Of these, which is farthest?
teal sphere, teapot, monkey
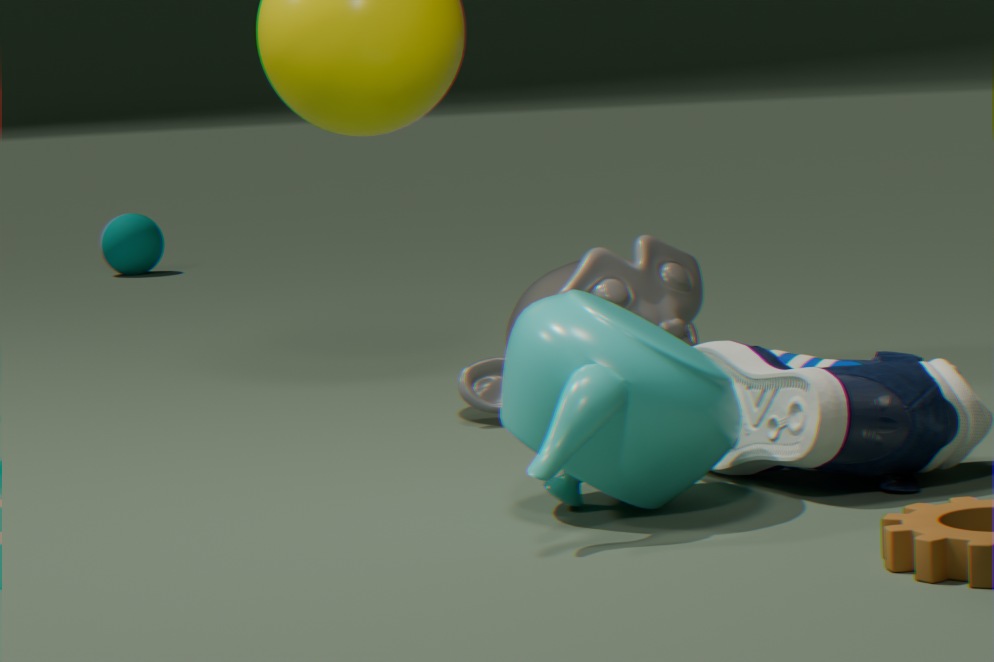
teal sphere
